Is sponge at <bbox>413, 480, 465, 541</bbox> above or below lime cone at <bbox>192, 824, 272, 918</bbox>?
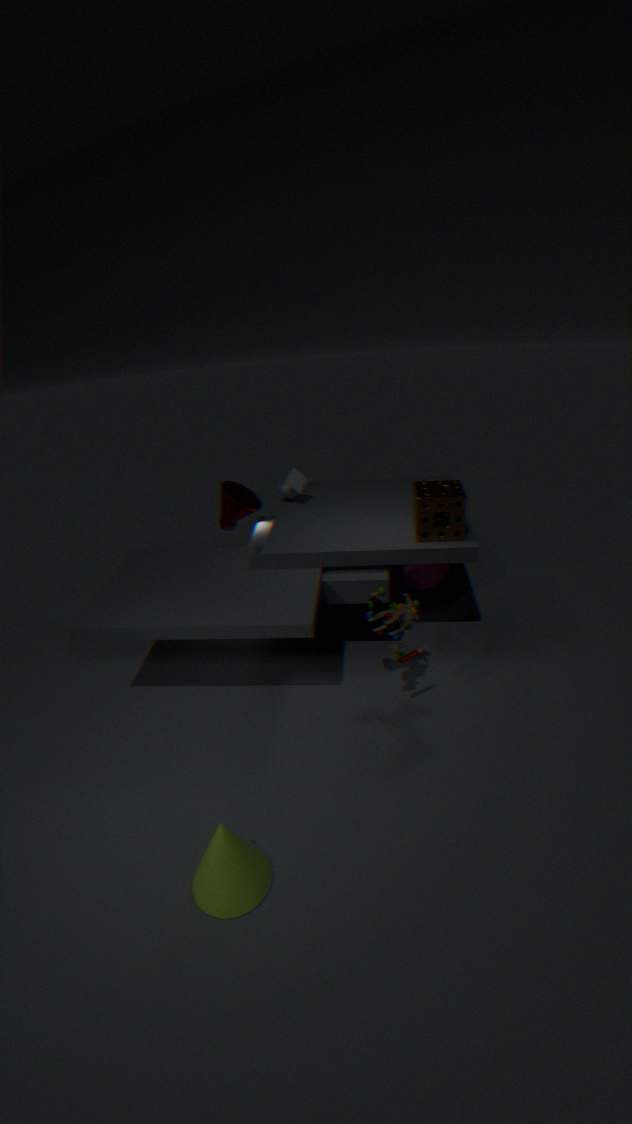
above
